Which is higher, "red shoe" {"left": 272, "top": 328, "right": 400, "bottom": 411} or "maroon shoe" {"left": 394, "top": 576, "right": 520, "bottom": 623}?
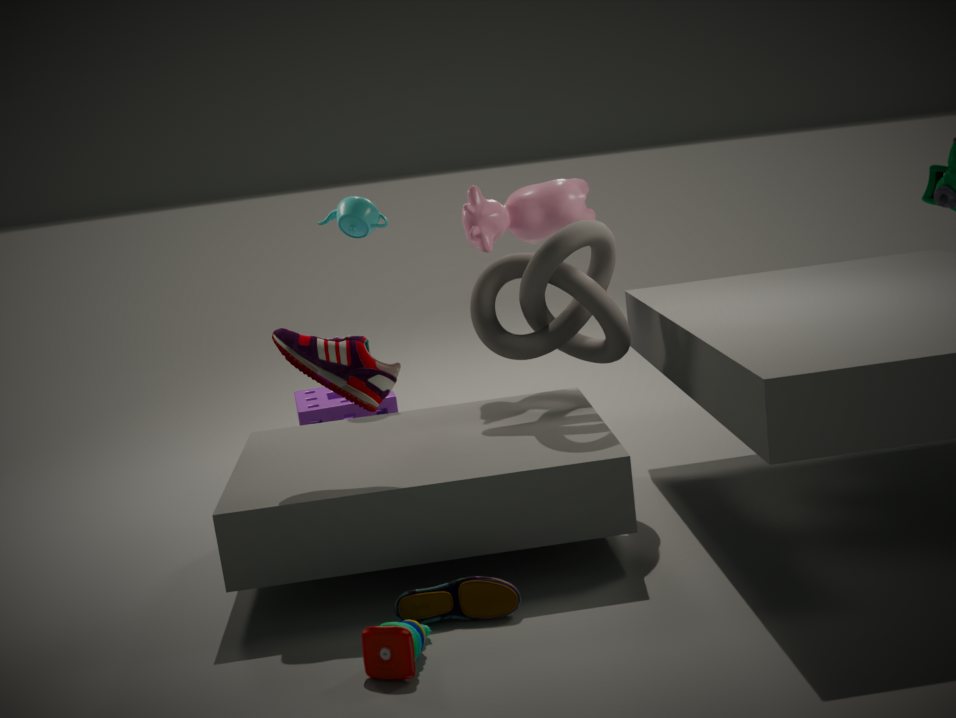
"red shoe" {"left": 272, "top": 328, "right": 400, "bottom": 411}
